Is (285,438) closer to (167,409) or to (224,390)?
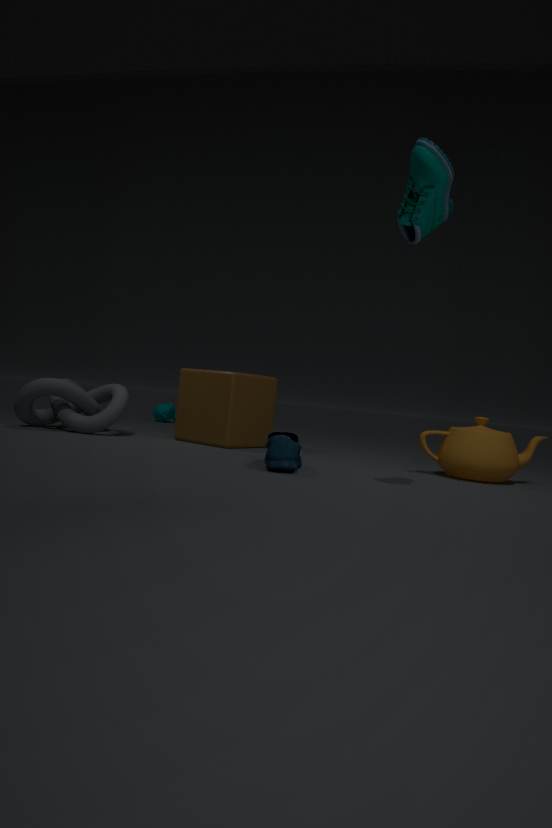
(224,390)
